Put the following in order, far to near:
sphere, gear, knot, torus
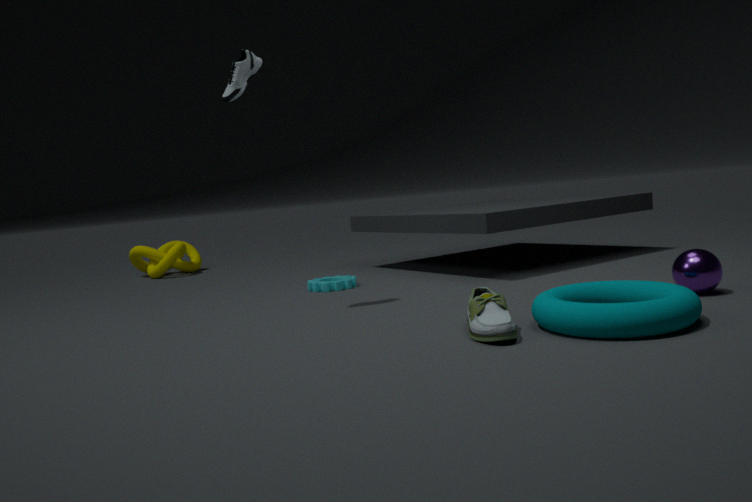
knot < gear < sphere < torus
